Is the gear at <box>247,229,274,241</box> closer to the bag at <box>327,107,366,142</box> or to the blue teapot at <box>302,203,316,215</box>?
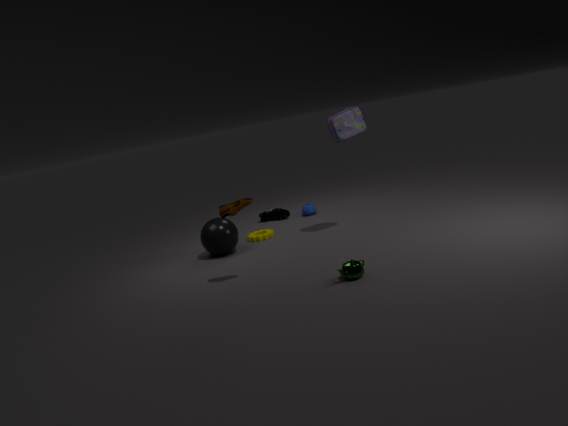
the blue teapot at <box>302,203,316,215</box>
